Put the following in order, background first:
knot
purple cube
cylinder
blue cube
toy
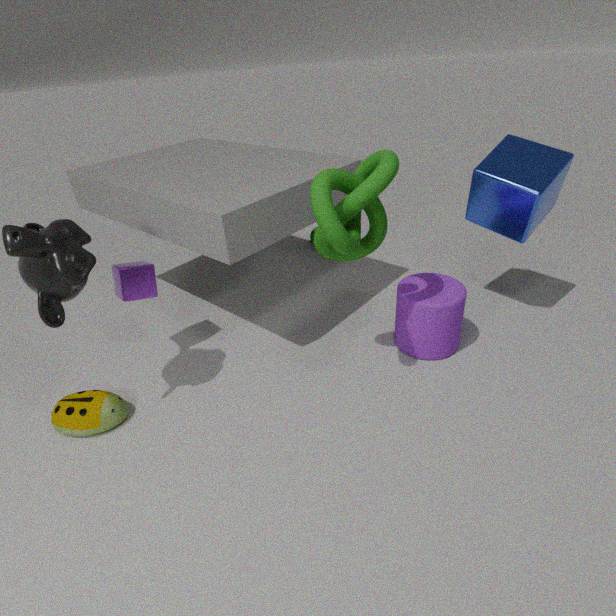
purple cube
cylinder
blue cube
toy
knot
